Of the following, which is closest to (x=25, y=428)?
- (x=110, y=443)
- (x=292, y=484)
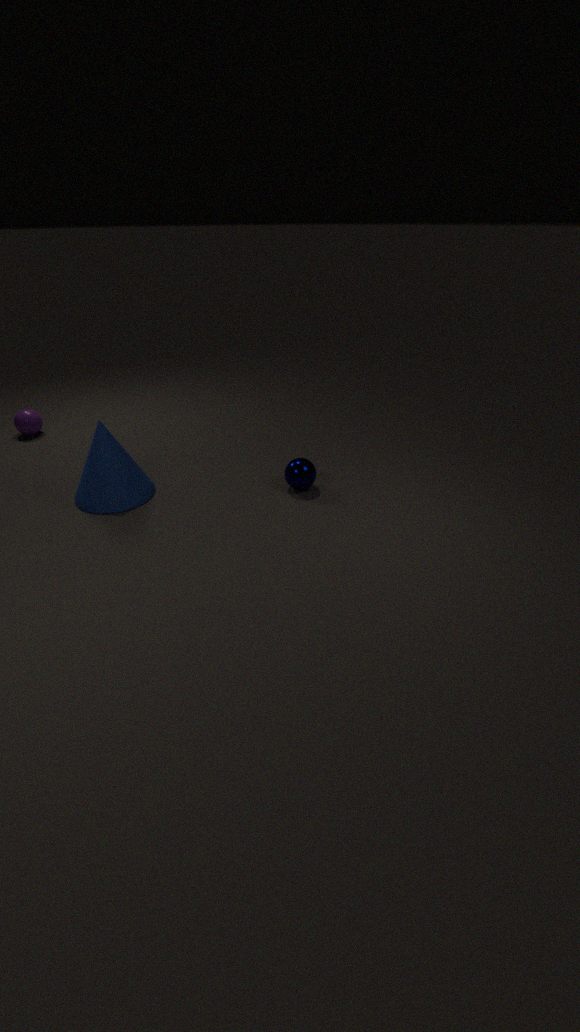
(x=110, y=443)
